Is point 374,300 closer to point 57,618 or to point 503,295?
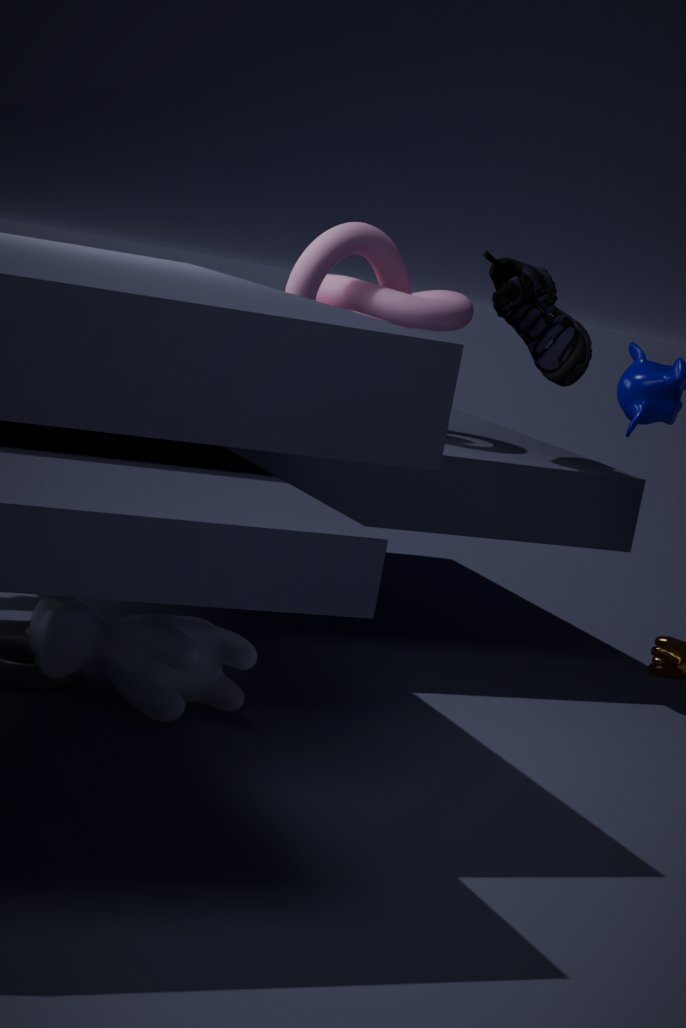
point 503,295
